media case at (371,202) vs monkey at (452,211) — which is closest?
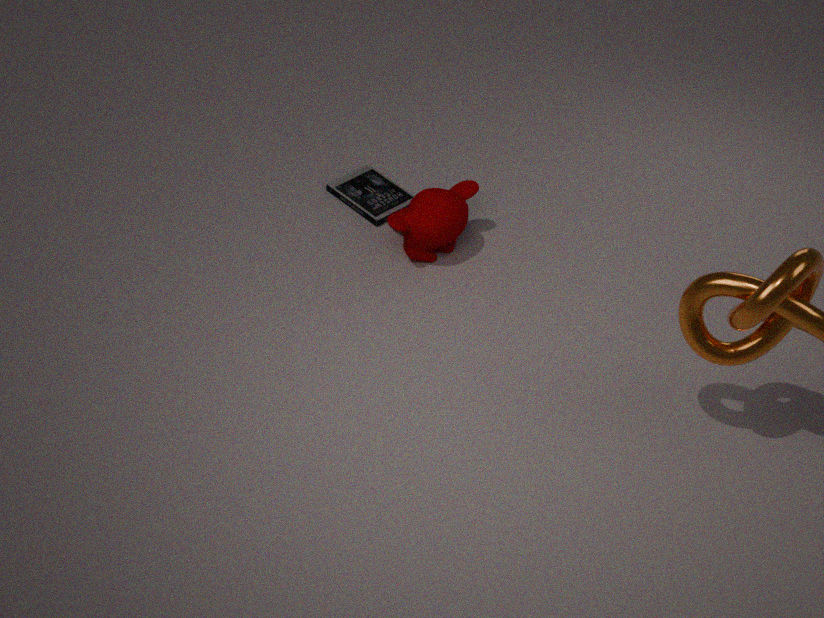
monkey at (452,211)
